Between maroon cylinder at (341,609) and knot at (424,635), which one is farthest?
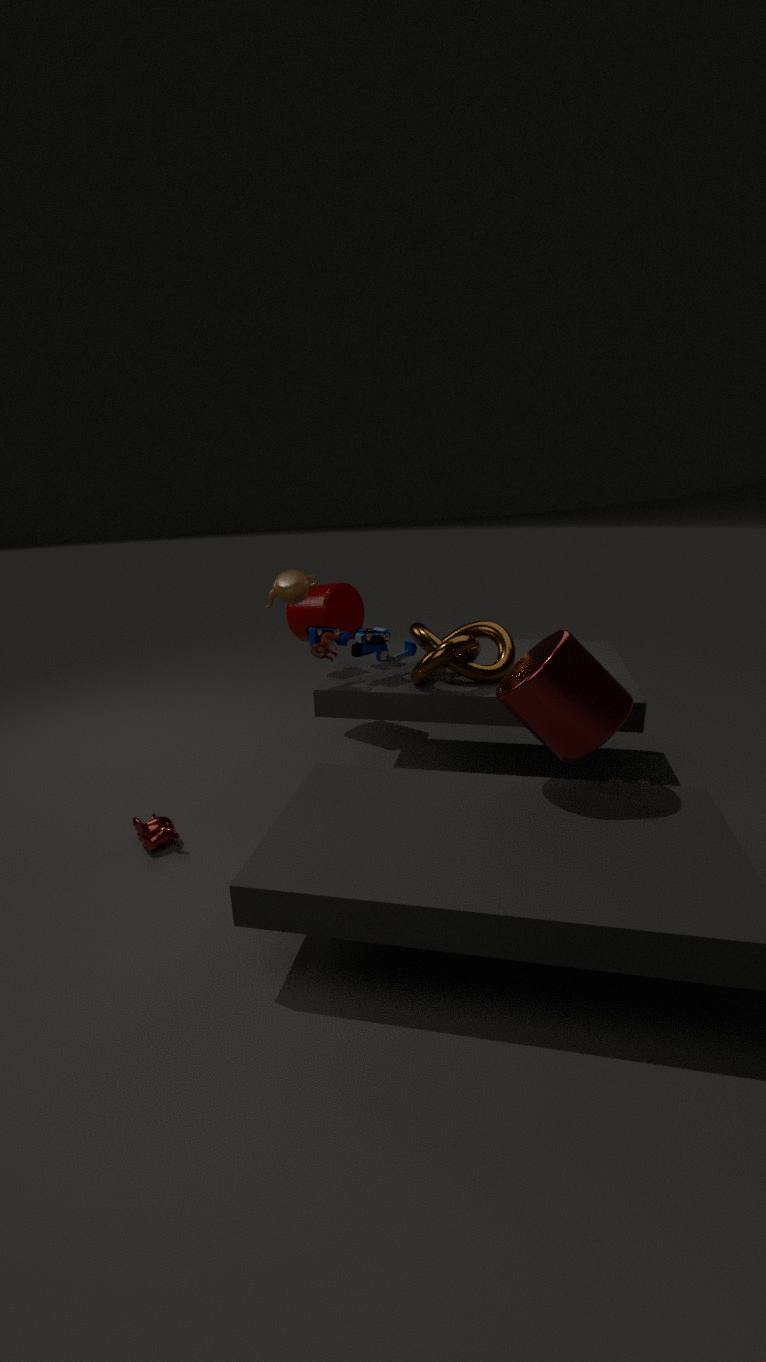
maroon cylinder at (341,609)
